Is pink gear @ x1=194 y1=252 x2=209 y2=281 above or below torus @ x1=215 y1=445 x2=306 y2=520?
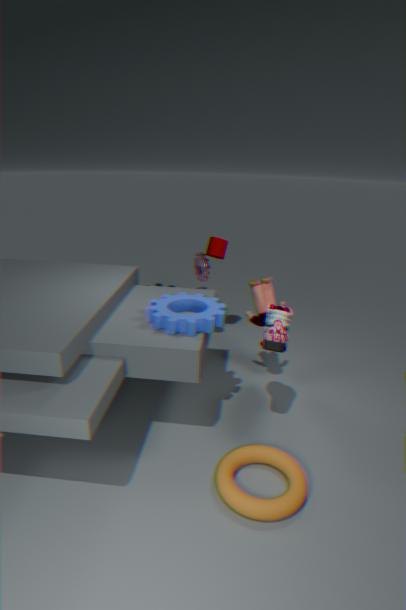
above
